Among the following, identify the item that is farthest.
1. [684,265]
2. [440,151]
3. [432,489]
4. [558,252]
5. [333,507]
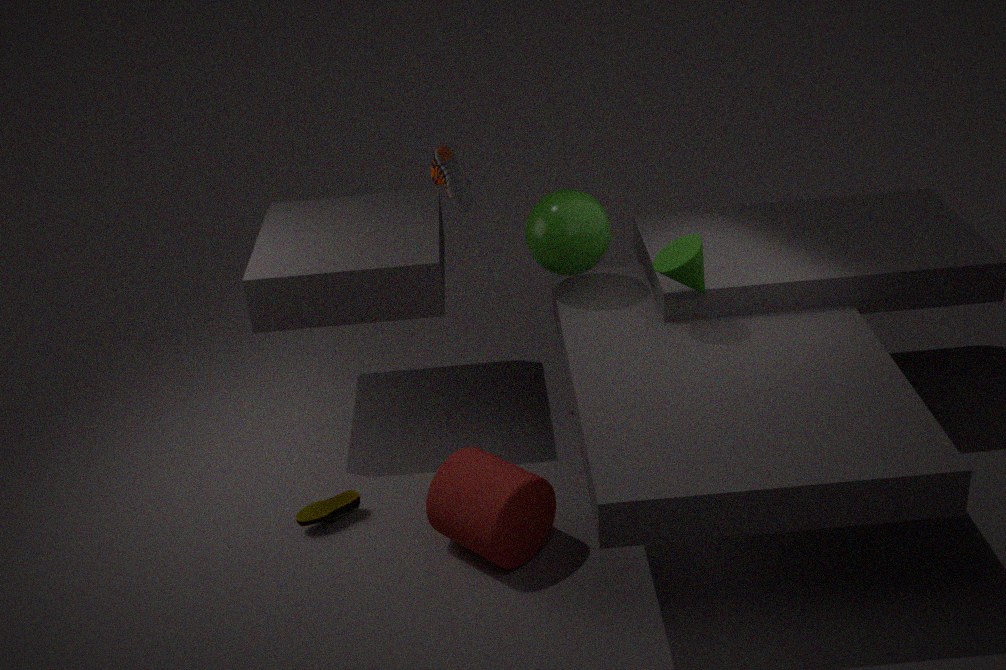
[440,151]
